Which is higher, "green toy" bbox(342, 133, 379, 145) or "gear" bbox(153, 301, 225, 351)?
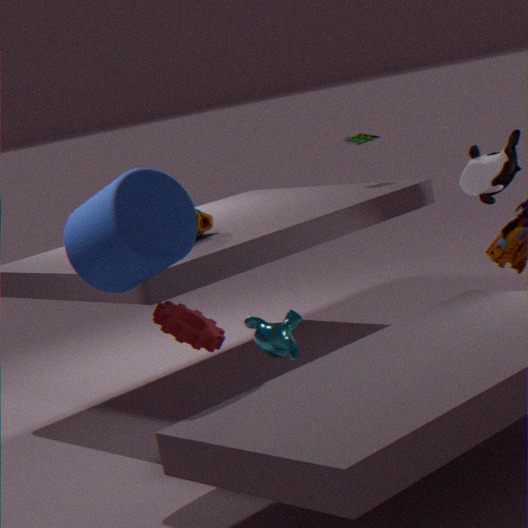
"green toy" bbox(342, 133, 379, 145)
